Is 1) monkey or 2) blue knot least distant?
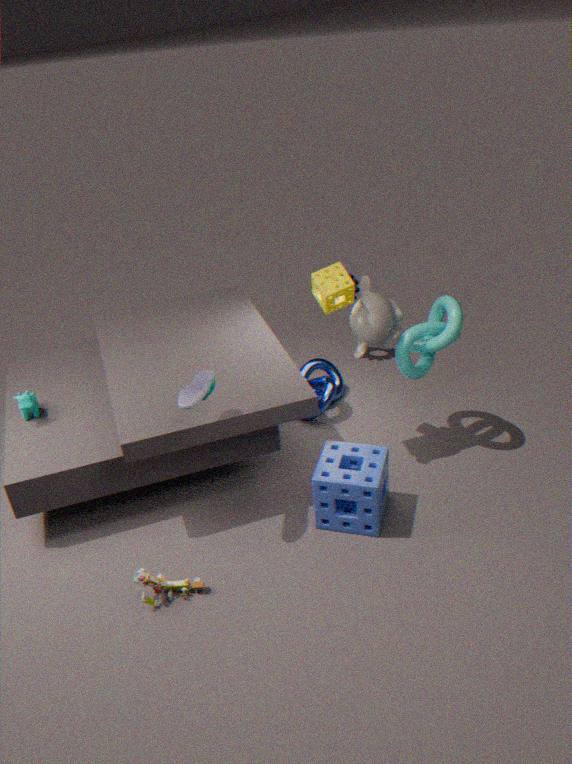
1. monkey
